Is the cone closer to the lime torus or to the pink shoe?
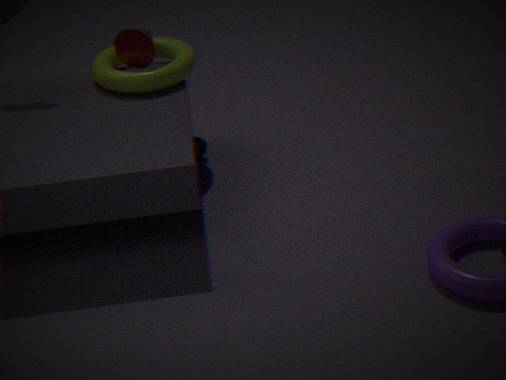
the lime torus
